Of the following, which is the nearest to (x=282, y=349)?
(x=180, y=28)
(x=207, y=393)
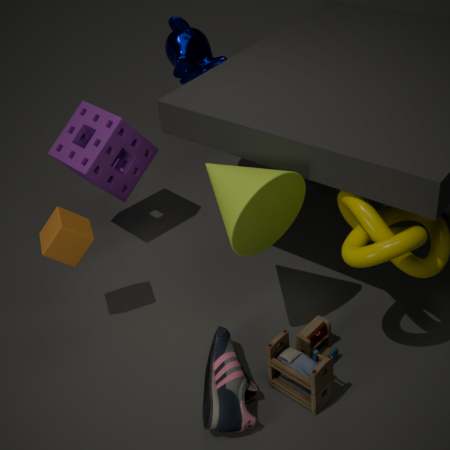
(x=207, y=393)
